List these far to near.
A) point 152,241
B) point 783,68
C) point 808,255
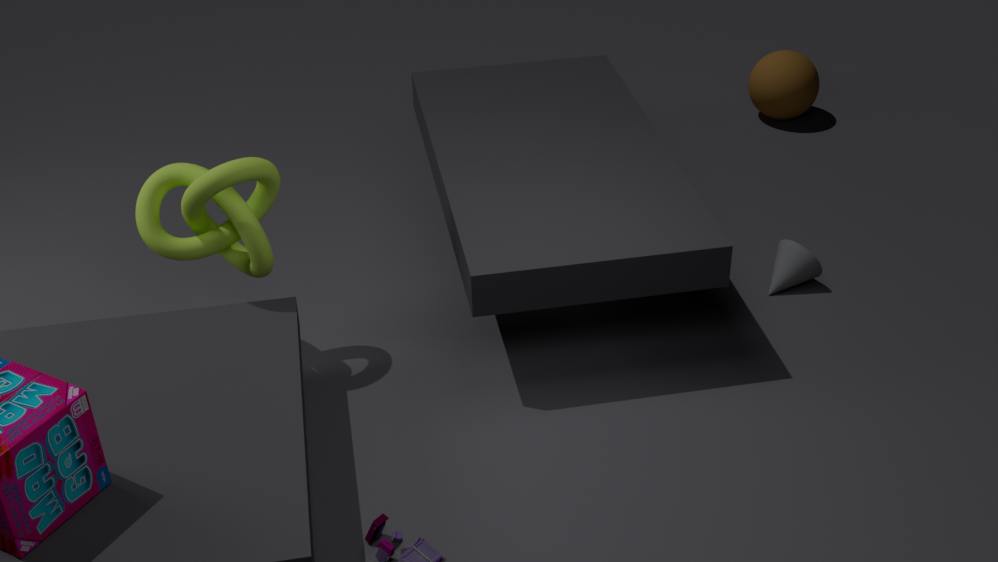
1. point 783,68
2. point 808,255
3. point 152,241
